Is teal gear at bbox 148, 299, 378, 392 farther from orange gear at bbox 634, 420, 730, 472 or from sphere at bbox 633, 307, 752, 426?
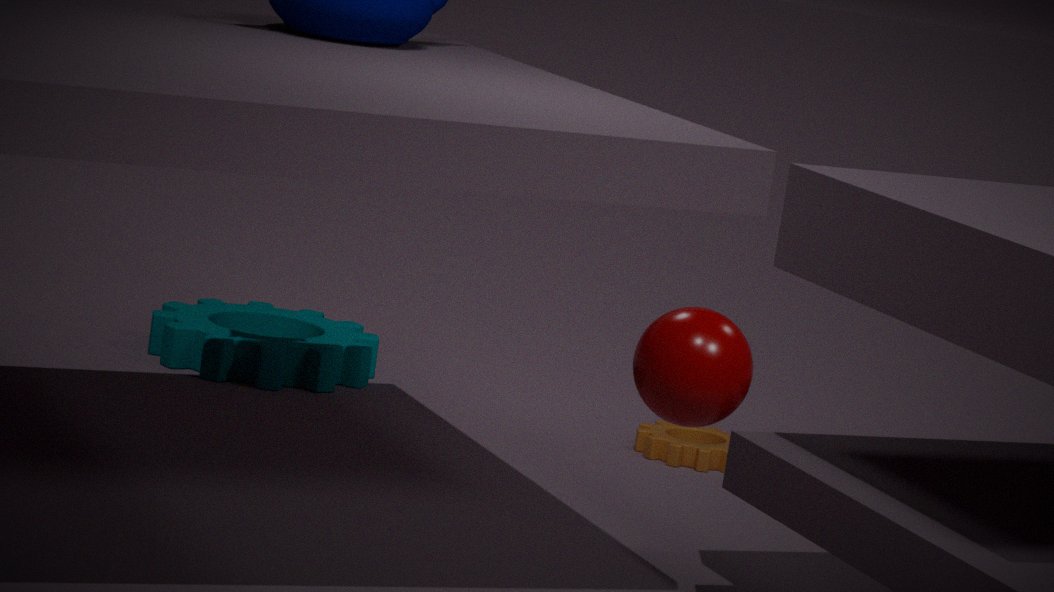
sphere at bbox 633, 307, 752, 426
